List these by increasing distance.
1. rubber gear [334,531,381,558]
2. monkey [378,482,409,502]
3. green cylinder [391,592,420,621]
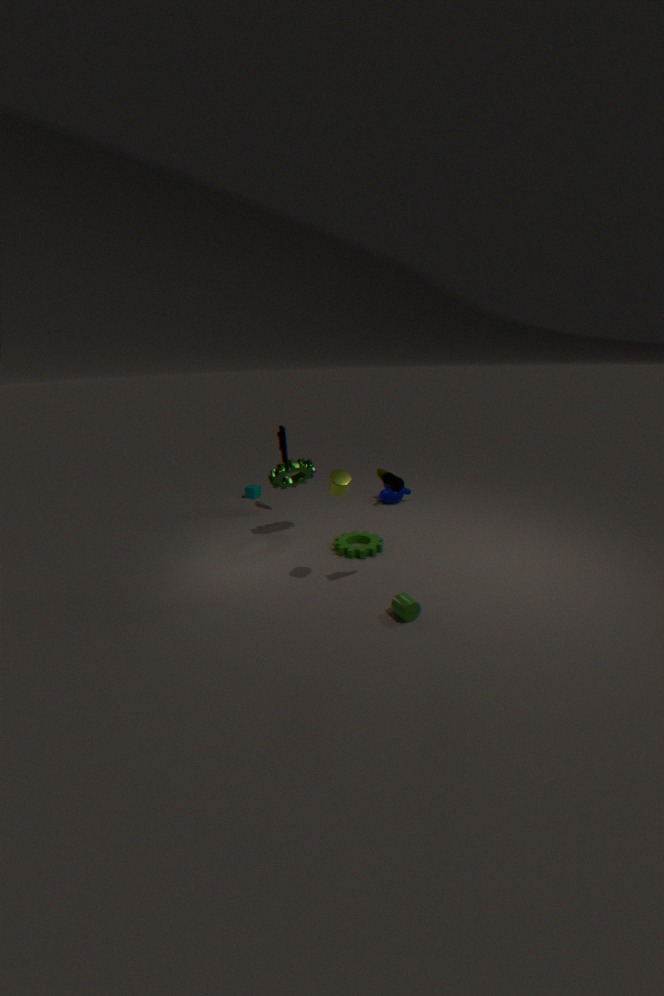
green cylinder [391,592,420,621] < rubber gear [334,531,381,558] < monkey [378,482,409,502]
